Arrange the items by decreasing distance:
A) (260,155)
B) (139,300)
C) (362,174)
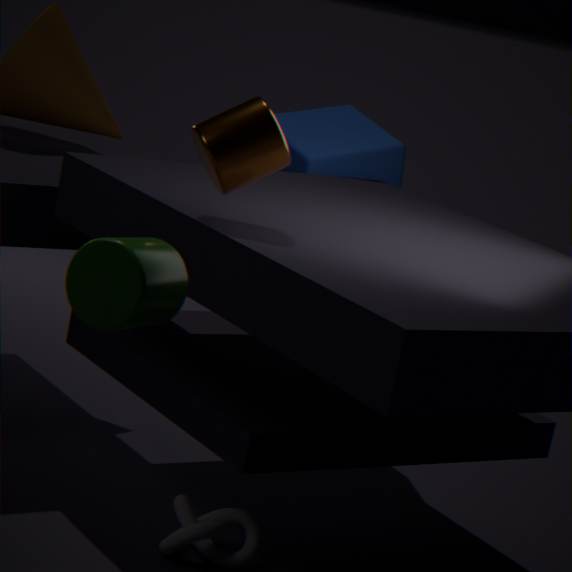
(362,174)
(260,155)
(139,300)
